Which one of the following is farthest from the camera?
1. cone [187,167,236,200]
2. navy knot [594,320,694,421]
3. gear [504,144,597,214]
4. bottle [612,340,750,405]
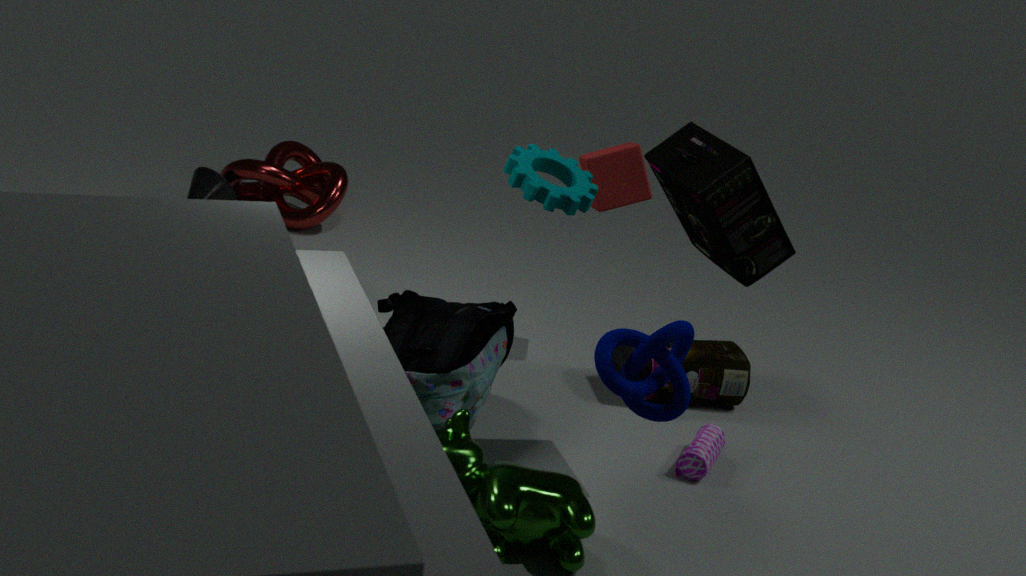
cone [187,167,236,200]
